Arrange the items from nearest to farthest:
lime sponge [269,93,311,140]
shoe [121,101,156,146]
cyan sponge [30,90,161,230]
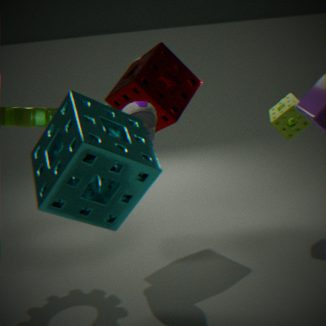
cyan sponge [30,90,161,230] < shoe [121,101,156,146] < lime sponge [269,93,311,140]
